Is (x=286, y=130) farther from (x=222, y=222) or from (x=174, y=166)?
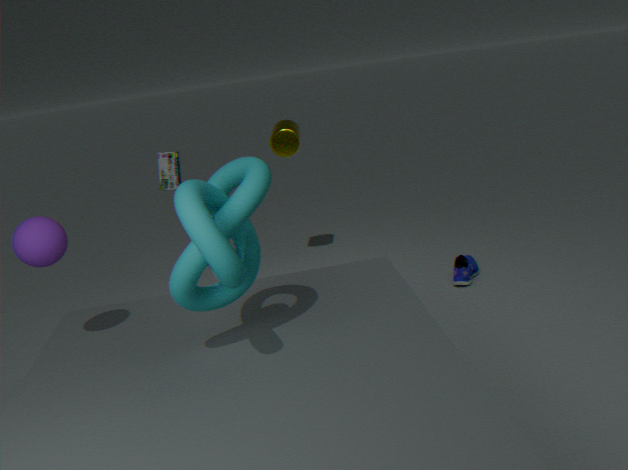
(x=222, y=222)
